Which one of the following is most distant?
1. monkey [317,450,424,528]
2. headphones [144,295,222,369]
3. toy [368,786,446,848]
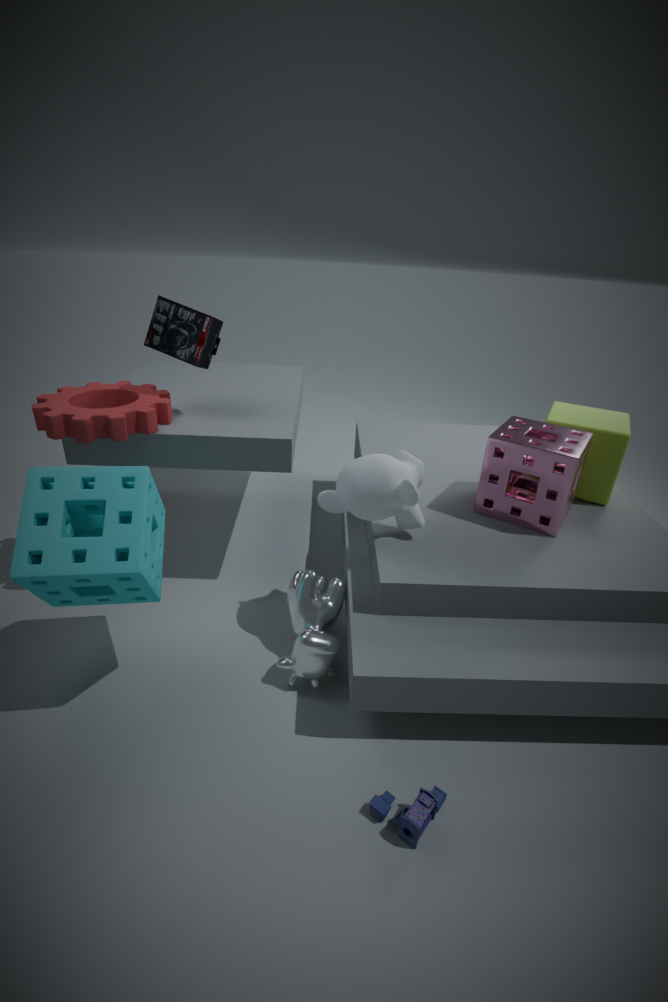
headphones [144,295,222,369]
